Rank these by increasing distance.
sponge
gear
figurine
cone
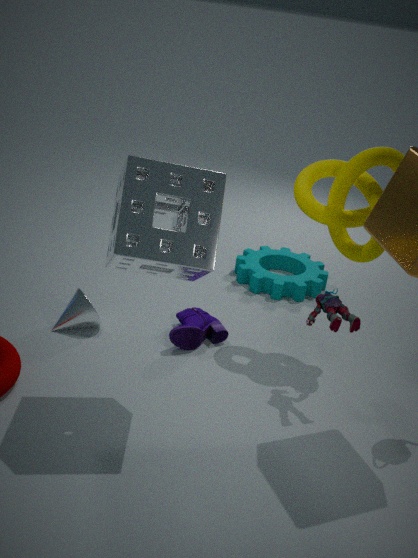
sponge < figurine < cone < gear
